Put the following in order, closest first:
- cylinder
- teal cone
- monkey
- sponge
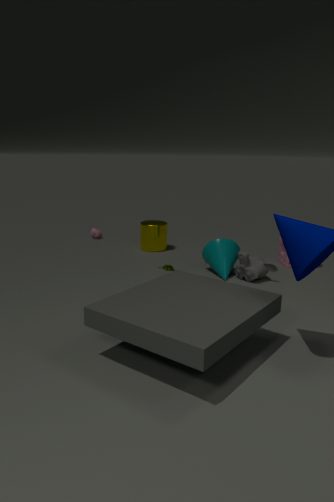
monkey < teal cone < sponge < cylinder
